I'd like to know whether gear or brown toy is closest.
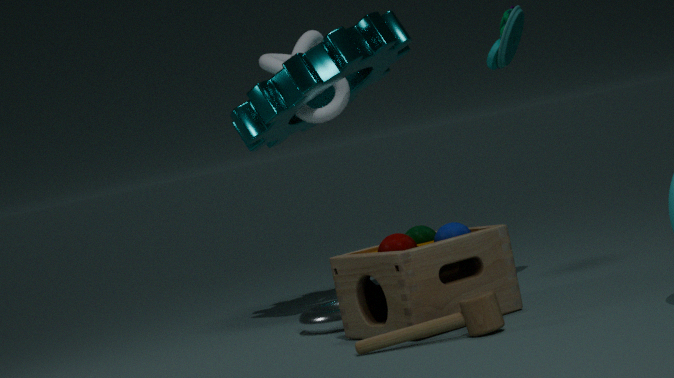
brown toy
